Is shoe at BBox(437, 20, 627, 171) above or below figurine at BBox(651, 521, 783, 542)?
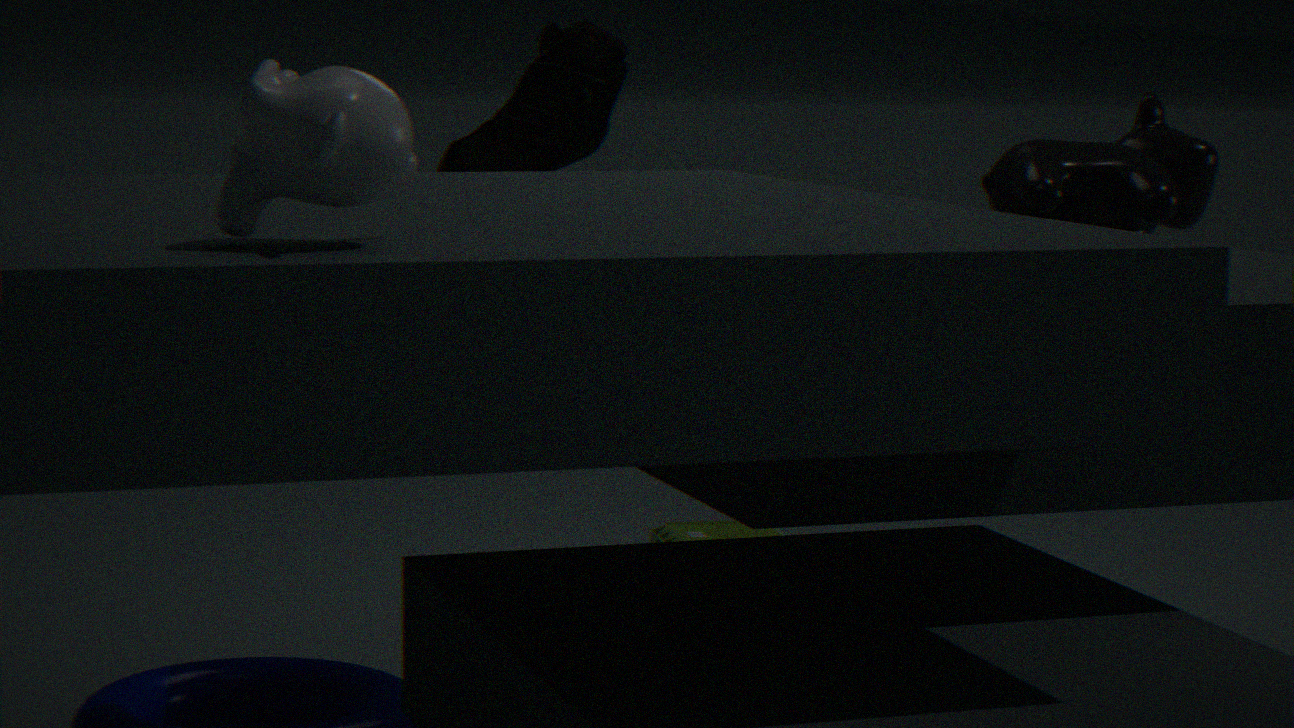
above
